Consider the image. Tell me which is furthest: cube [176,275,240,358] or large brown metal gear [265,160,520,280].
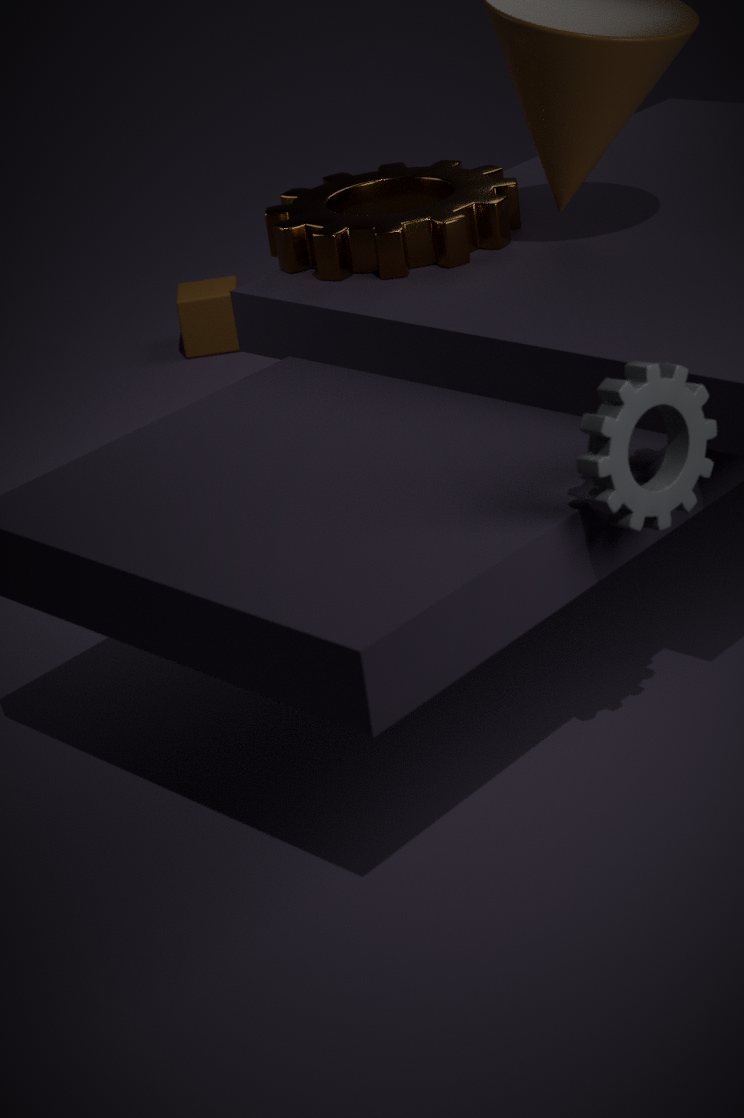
cube [176,275,240,358]
